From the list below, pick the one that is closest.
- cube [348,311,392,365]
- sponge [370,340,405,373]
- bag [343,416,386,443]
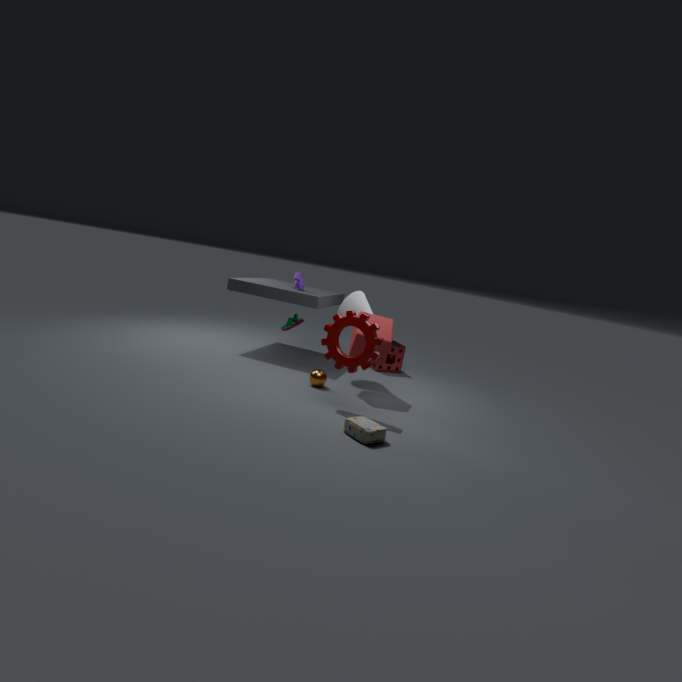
bag [343,416,386,443]
